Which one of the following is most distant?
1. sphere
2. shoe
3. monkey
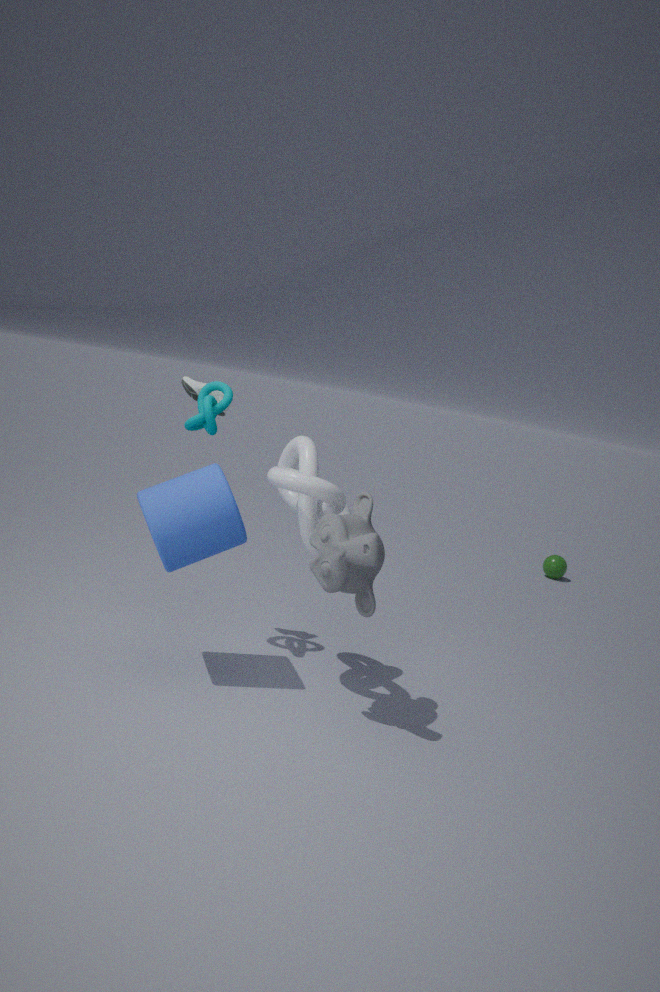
sphere
